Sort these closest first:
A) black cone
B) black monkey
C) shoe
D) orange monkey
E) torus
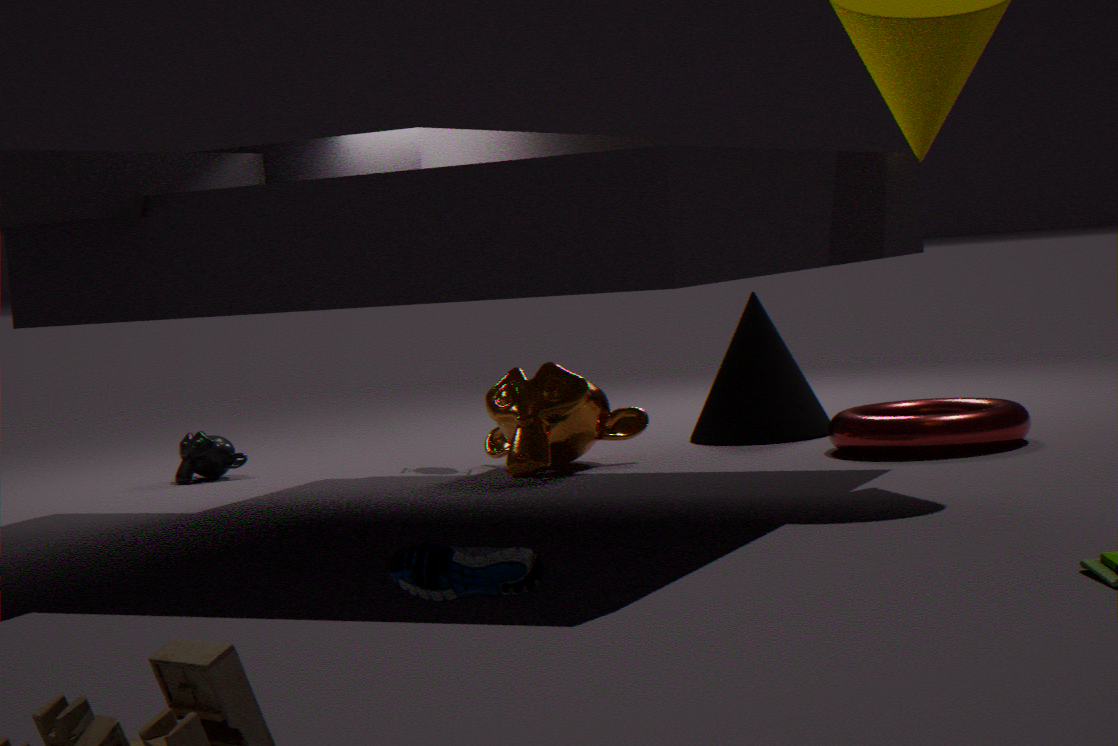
1. shoe
2. torus
3. orange monkey
4. black cone
5. black monkey
